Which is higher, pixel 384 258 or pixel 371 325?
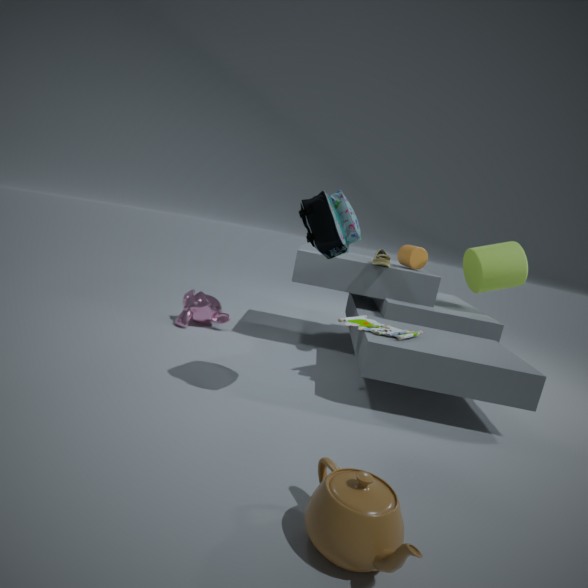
pixel 384 258
